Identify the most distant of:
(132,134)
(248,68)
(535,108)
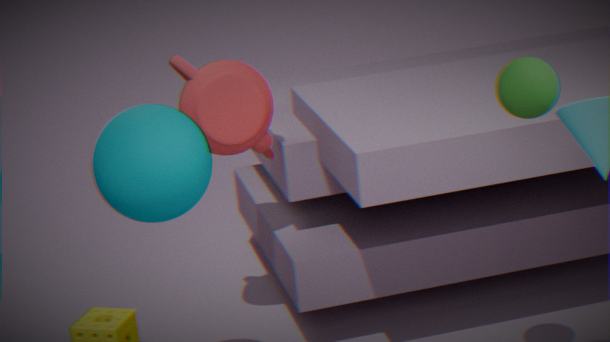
(248,68)
